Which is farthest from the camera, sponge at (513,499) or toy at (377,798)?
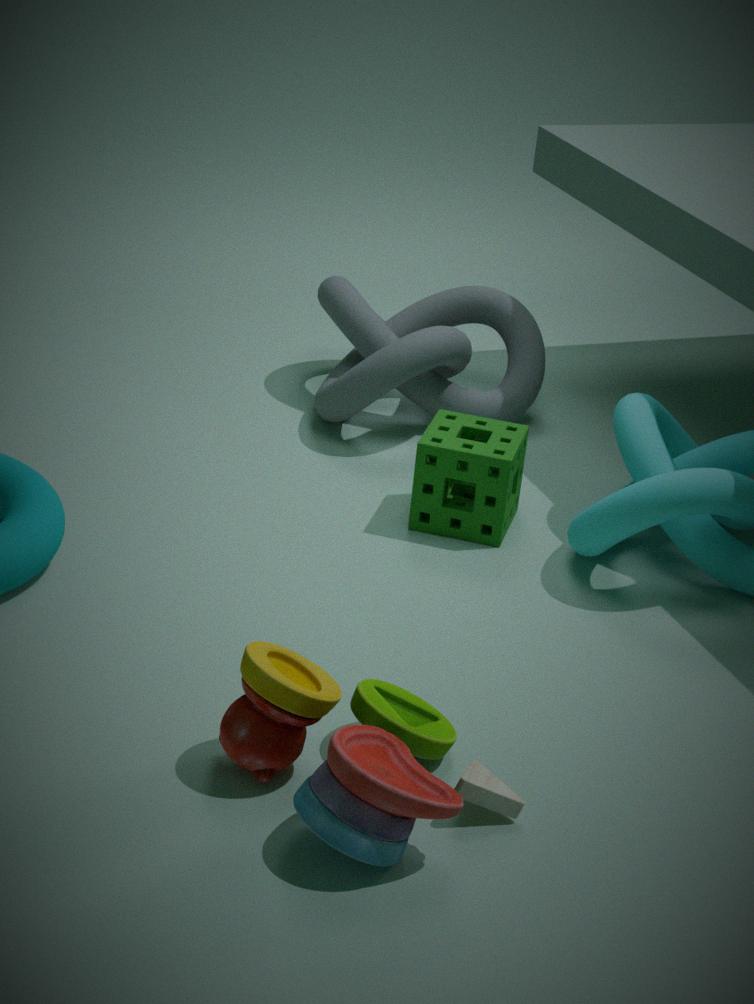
sponge at (513,499)
